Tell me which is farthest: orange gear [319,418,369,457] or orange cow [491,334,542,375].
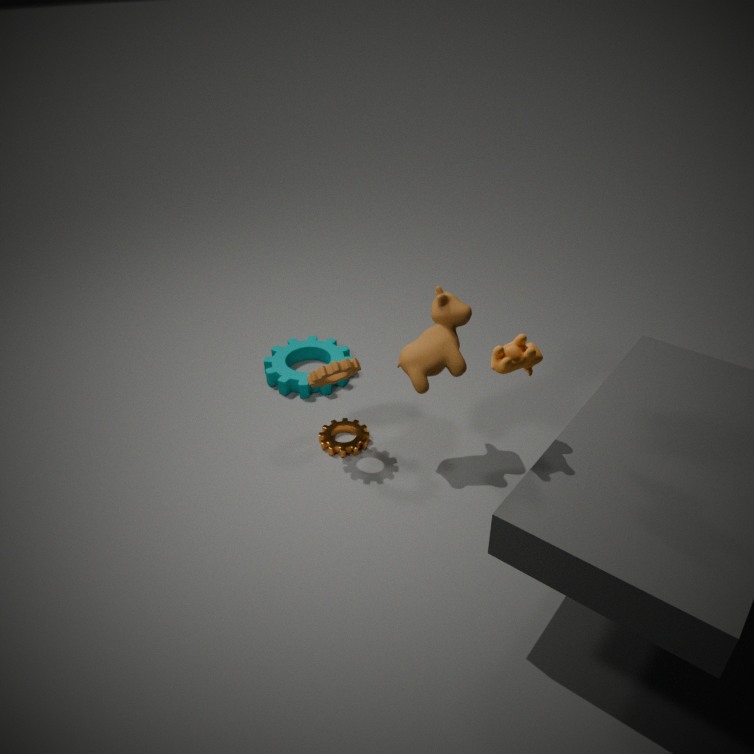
orange gear [319,418,369,457]
